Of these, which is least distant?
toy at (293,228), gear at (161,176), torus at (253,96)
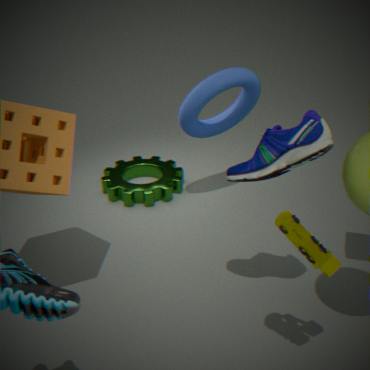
toy at (293,228)
